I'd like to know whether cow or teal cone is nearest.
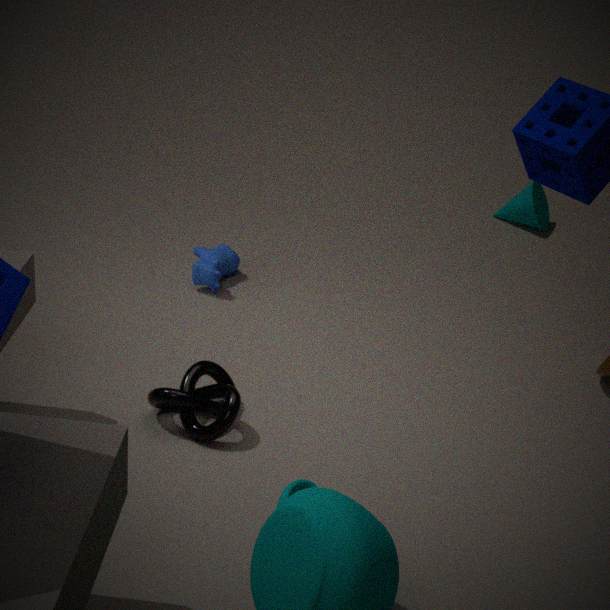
cow
